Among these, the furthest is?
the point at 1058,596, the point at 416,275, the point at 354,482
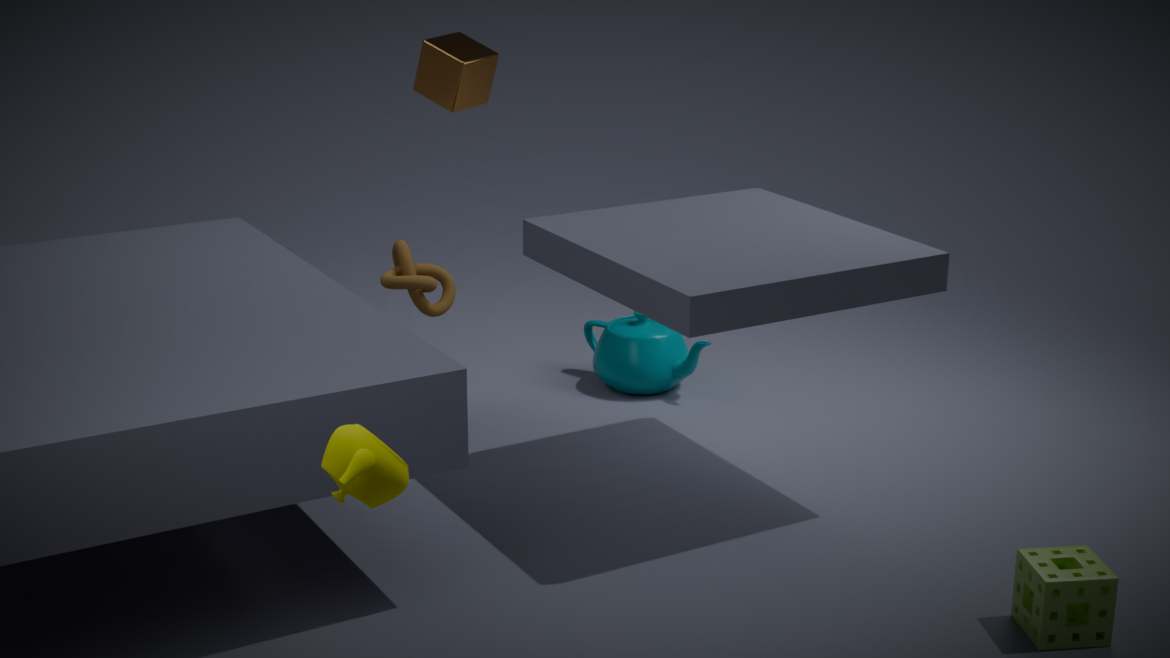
the point at 416,275
